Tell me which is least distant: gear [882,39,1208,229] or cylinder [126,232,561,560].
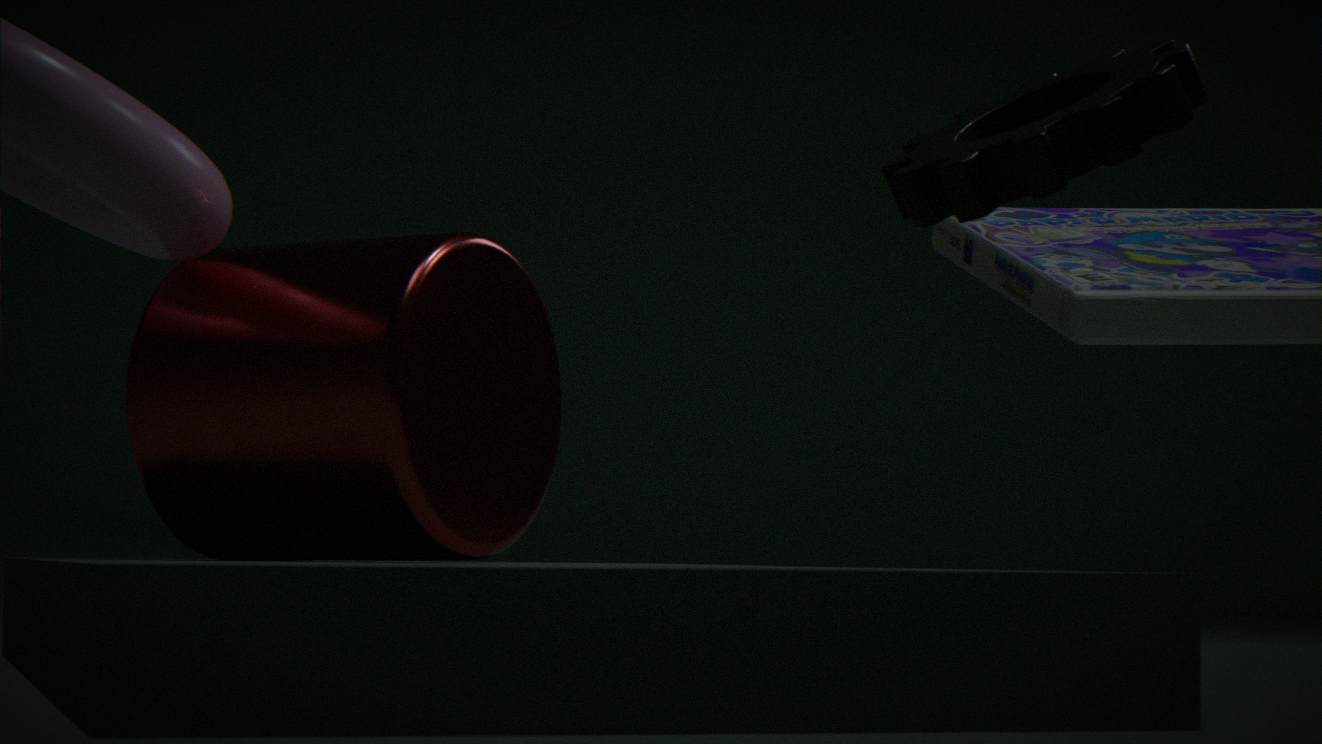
gear [882,39,1208,229]
